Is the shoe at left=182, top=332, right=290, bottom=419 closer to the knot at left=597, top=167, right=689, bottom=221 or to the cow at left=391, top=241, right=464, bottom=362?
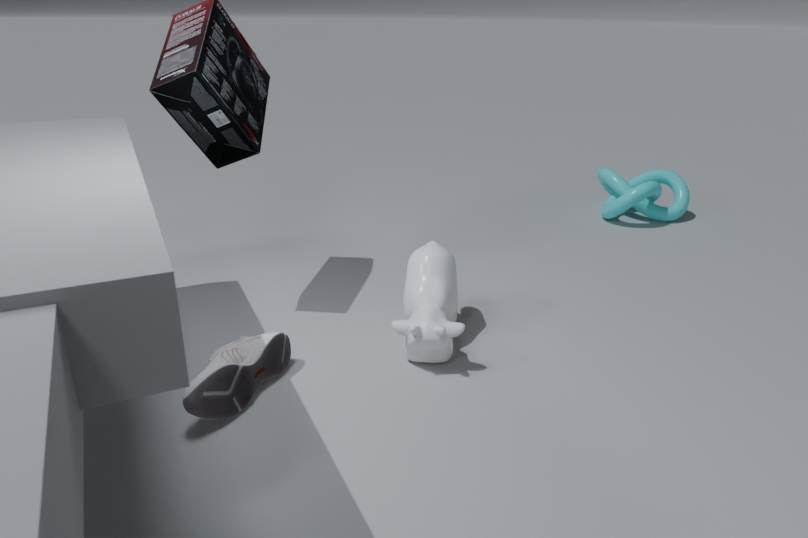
the cow at left=391, top=241, right=464, bottom=362
